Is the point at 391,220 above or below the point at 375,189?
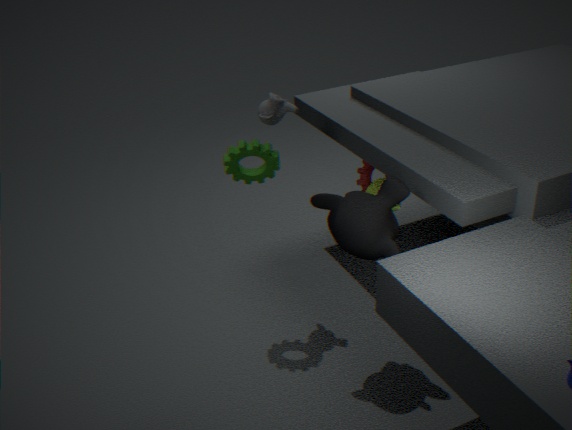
above
